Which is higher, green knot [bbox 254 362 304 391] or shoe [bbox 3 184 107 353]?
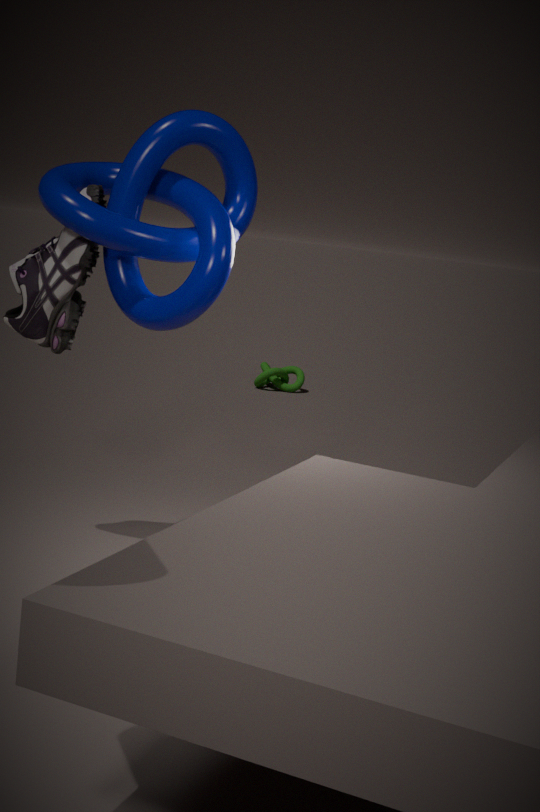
shoe [bbox 3 184 107 353]
